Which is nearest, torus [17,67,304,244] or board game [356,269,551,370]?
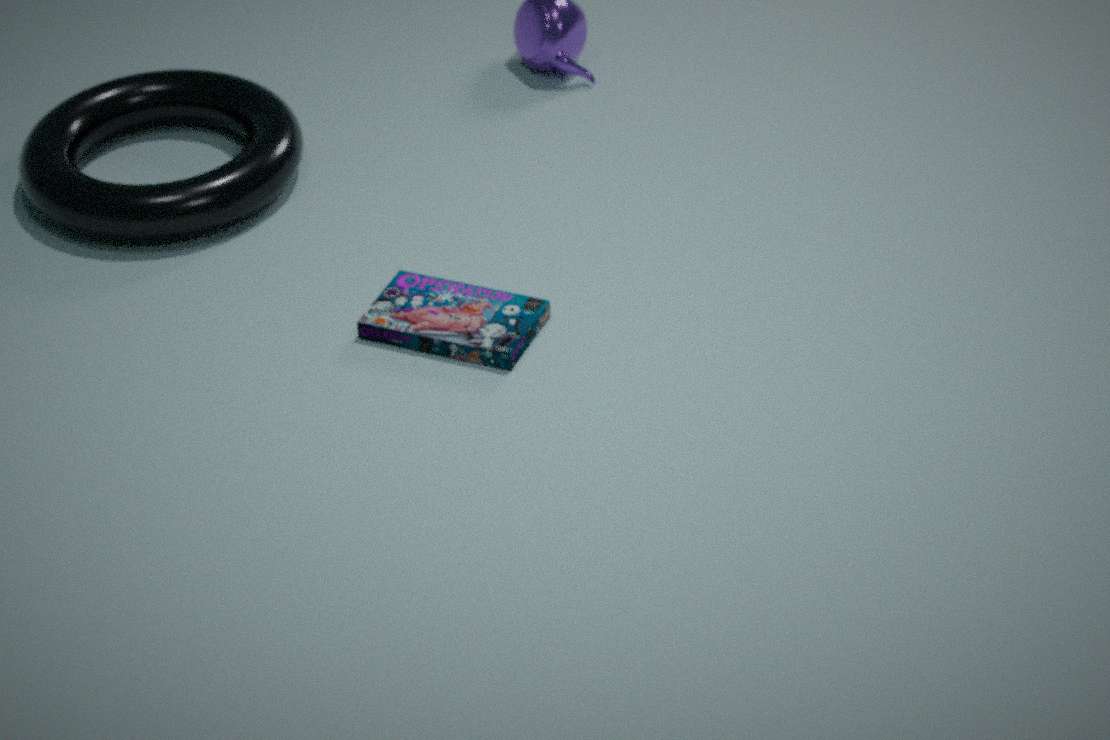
board game [356,269,551,370]
